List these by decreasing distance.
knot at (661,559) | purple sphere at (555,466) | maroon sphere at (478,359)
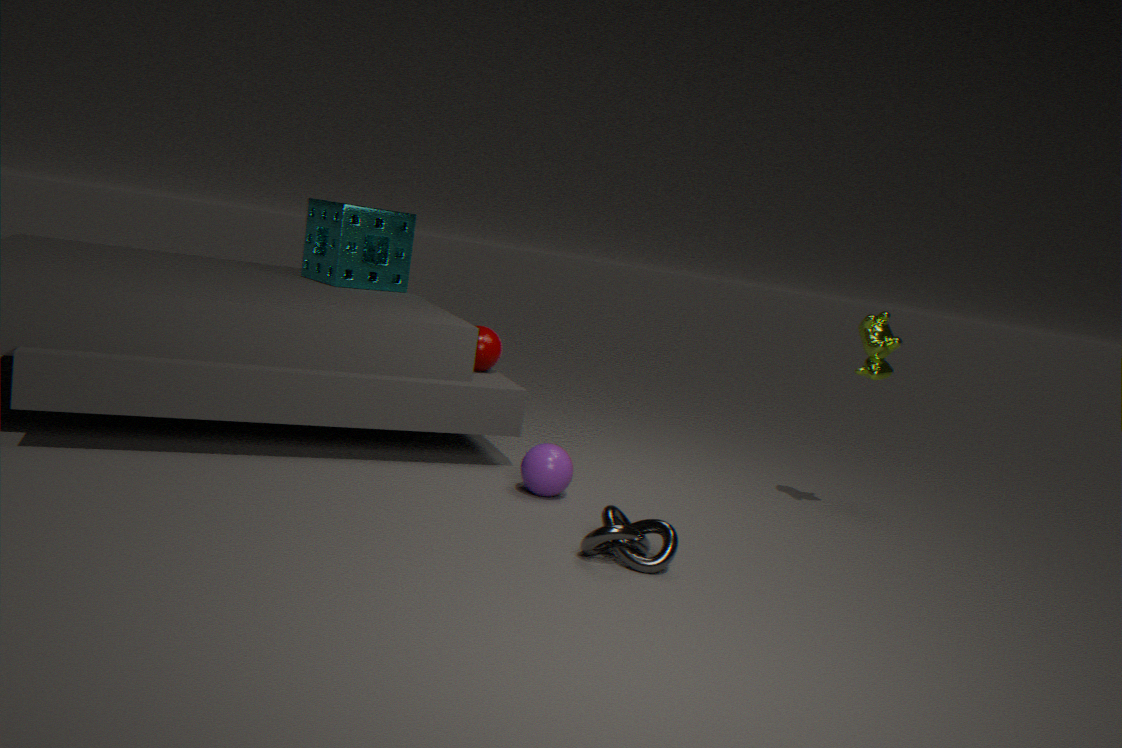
maroon sphere at (478,359) → purple sphere at (555,466) → knot at (661,559)
